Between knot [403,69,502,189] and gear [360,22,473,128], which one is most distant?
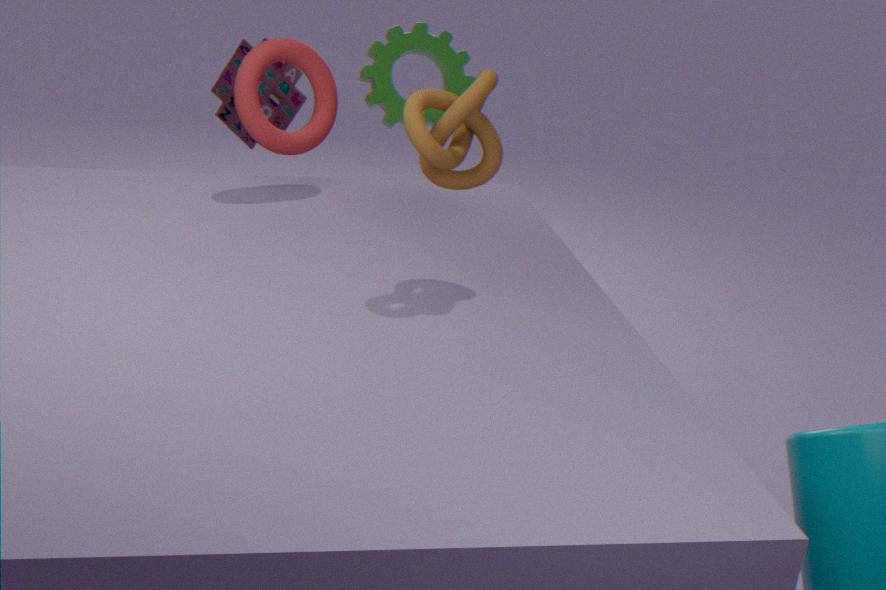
gear [360,22,473,128]
